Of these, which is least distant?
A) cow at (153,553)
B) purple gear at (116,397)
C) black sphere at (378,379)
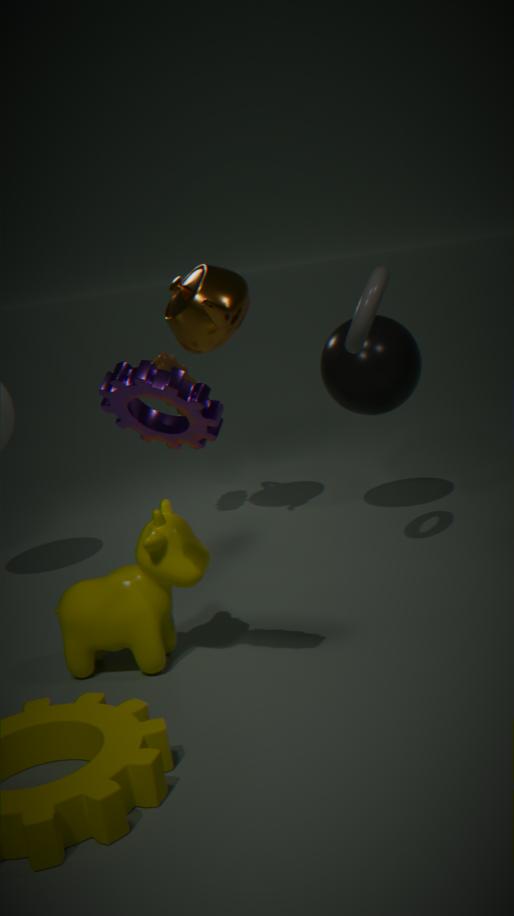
purple gear at (116,397)
